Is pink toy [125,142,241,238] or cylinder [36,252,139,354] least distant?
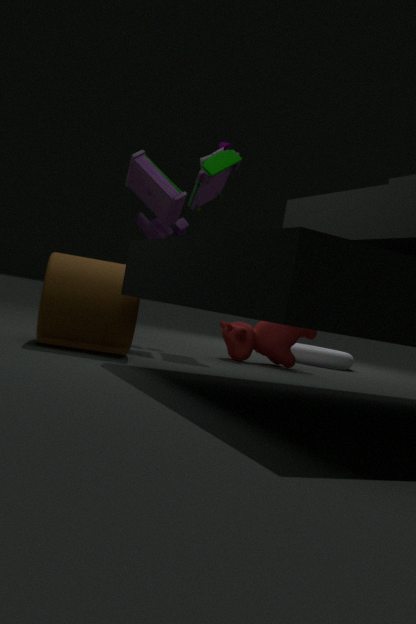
cylinder [36,252,139,354]
